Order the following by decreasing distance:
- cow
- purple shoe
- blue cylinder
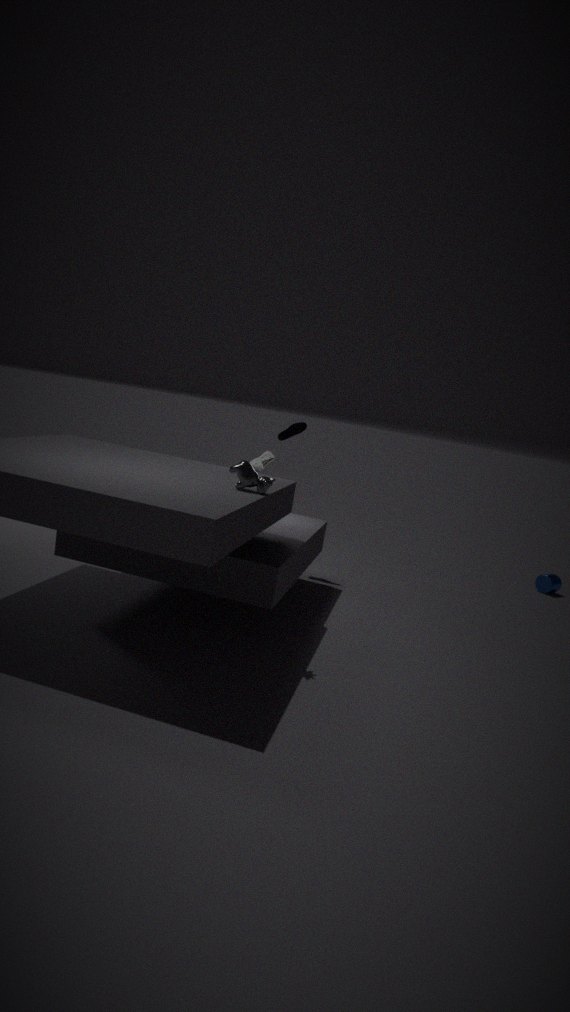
blue cylinder → purple shoe → cow
